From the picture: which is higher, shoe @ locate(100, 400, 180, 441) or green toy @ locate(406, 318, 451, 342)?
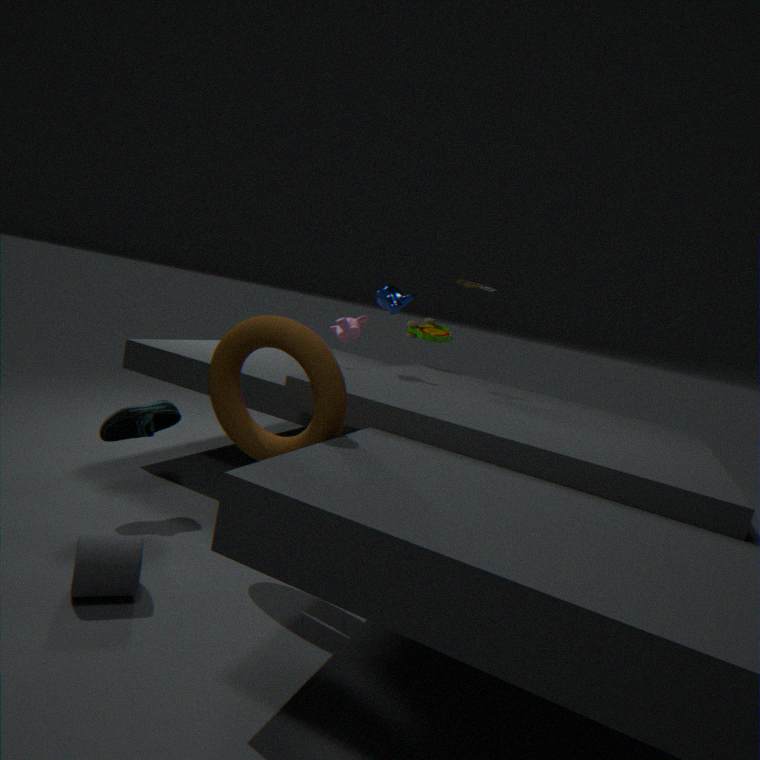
green toy @ locate(406, 318, 451, 342)
